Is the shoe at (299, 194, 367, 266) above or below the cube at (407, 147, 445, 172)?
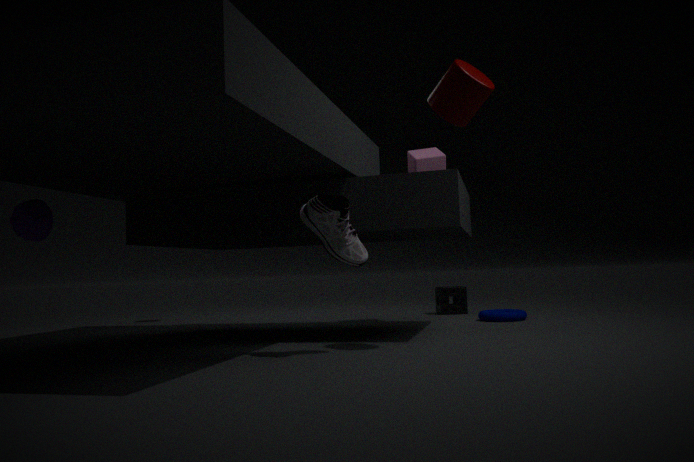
below
